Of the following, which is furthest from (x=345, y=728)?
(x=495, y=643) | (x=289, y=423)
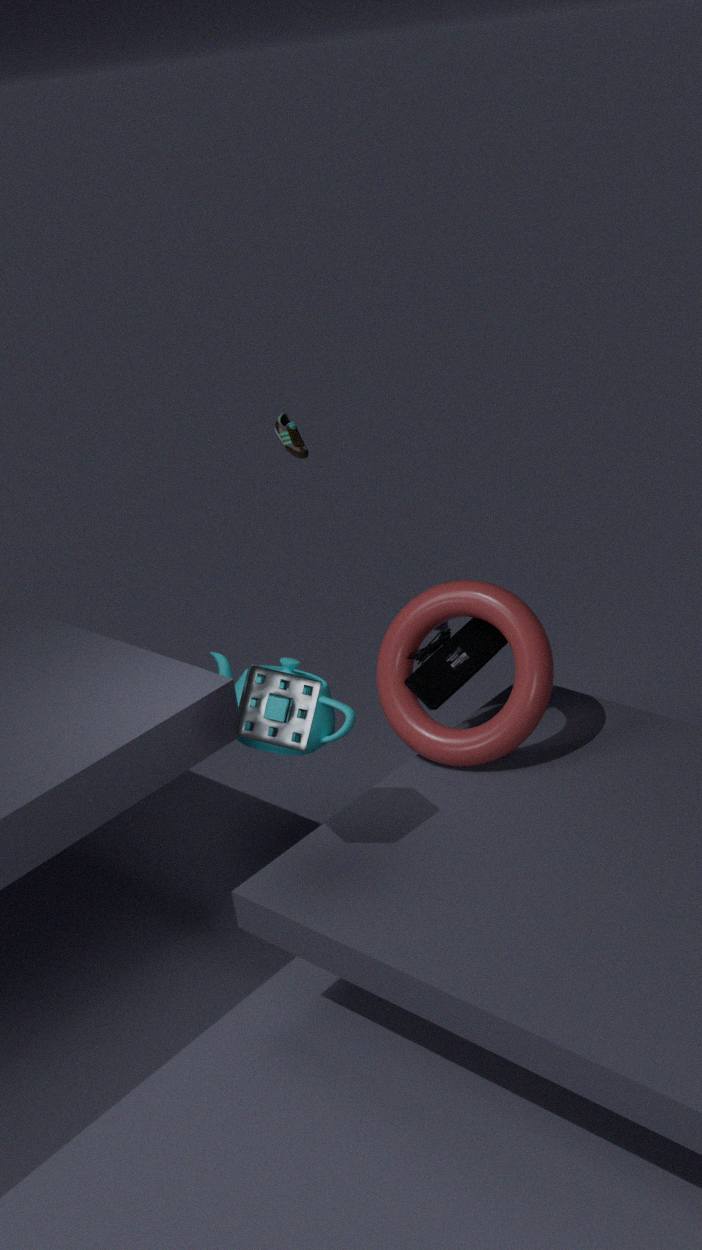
(x=289, y=423)
